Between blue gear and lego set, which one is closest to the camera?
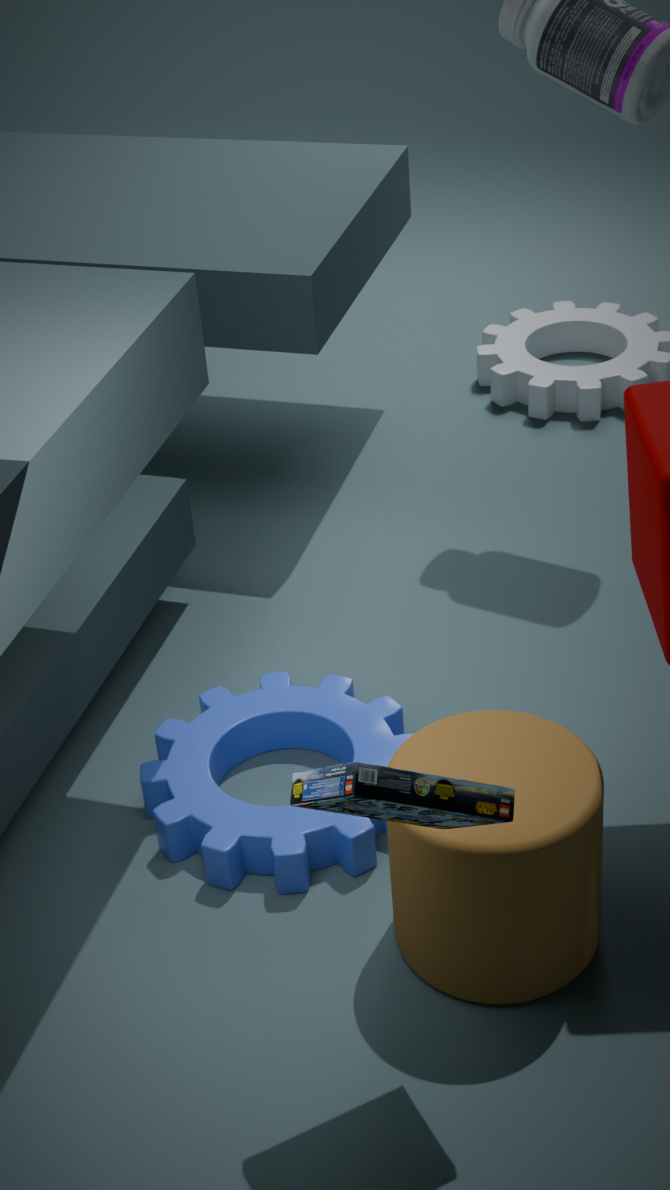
lego set
